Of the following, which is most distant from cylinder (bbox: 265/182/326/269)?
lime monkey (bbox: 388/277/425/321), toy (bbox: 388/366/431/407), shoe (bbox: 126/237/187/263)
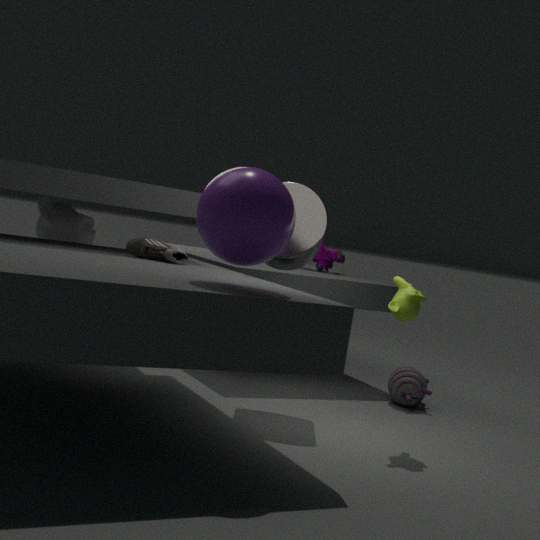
toy (bbox: 388/366/431/407)
